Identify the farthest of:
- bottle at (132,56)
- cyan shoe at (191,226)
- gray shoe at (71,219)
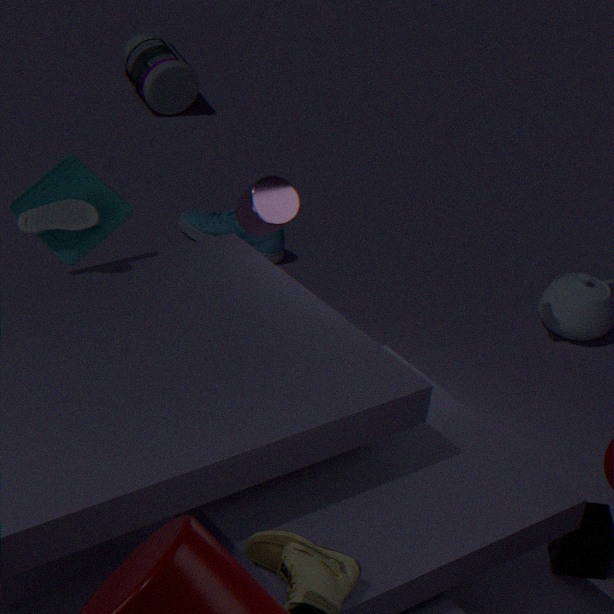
bottle at (132,56)
